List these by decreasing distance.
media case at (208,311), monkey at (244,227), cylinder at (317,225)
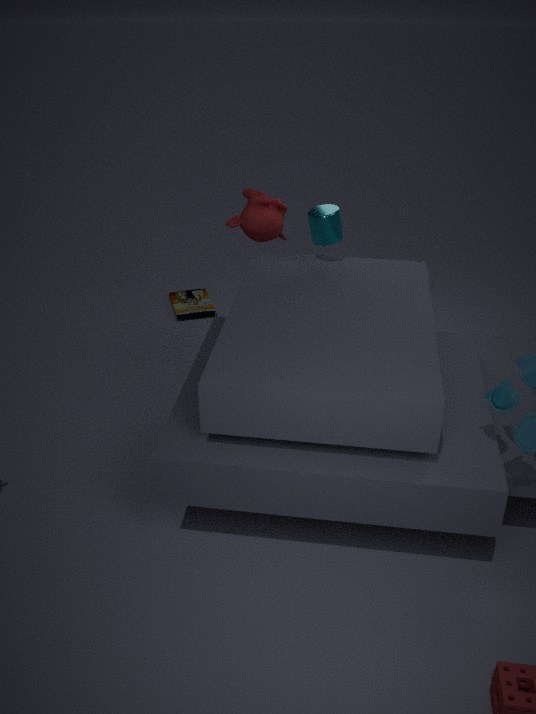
media case at (208,311) → monkey at (244,227) → cylinder at (317,225)
